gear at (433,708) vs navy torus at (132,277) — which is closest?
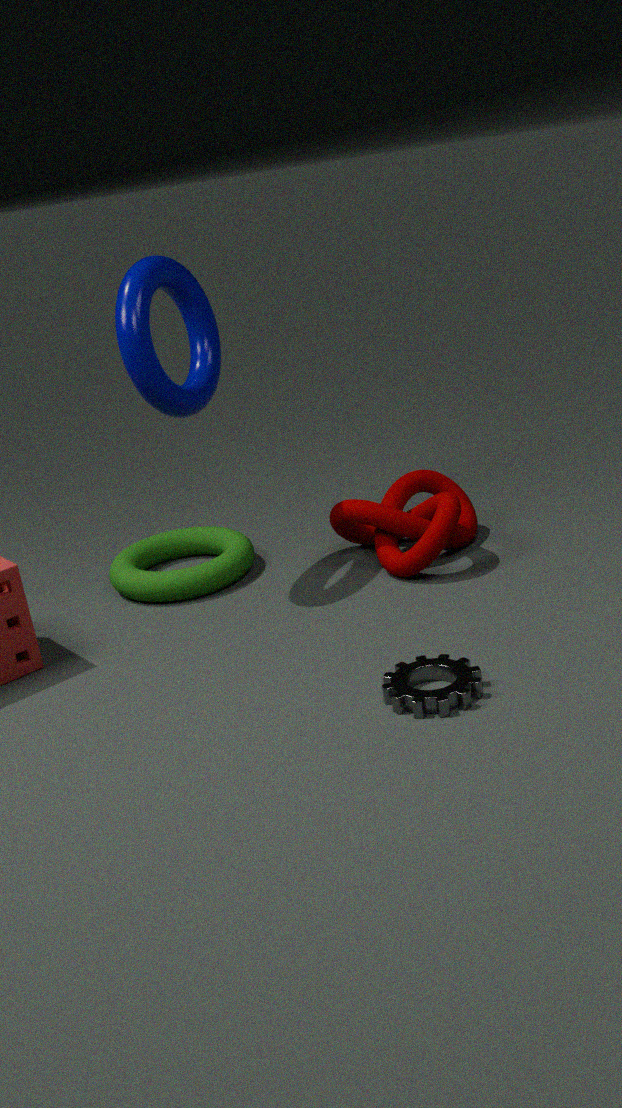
gear at (433,708)
